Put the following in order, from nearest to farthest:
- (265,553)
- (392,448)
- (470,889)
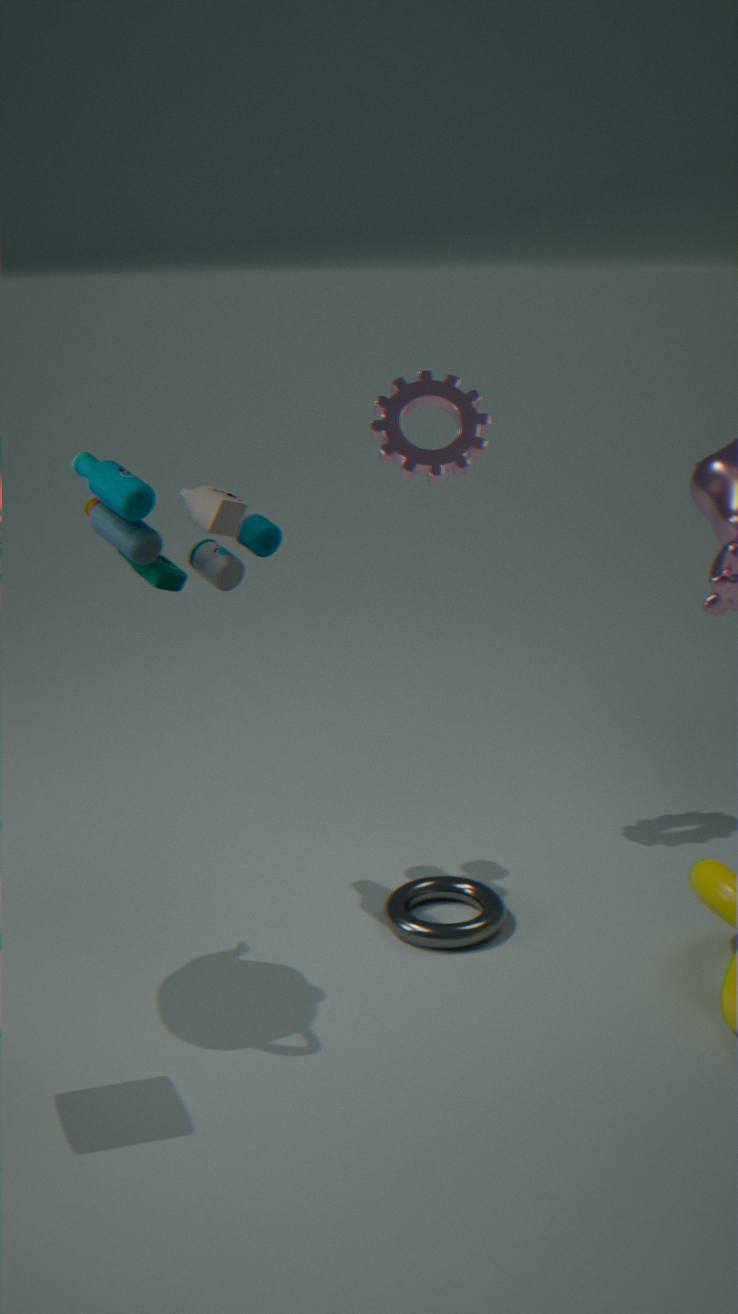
1. (265,553)
2. (470,889)
3. (392,448)
